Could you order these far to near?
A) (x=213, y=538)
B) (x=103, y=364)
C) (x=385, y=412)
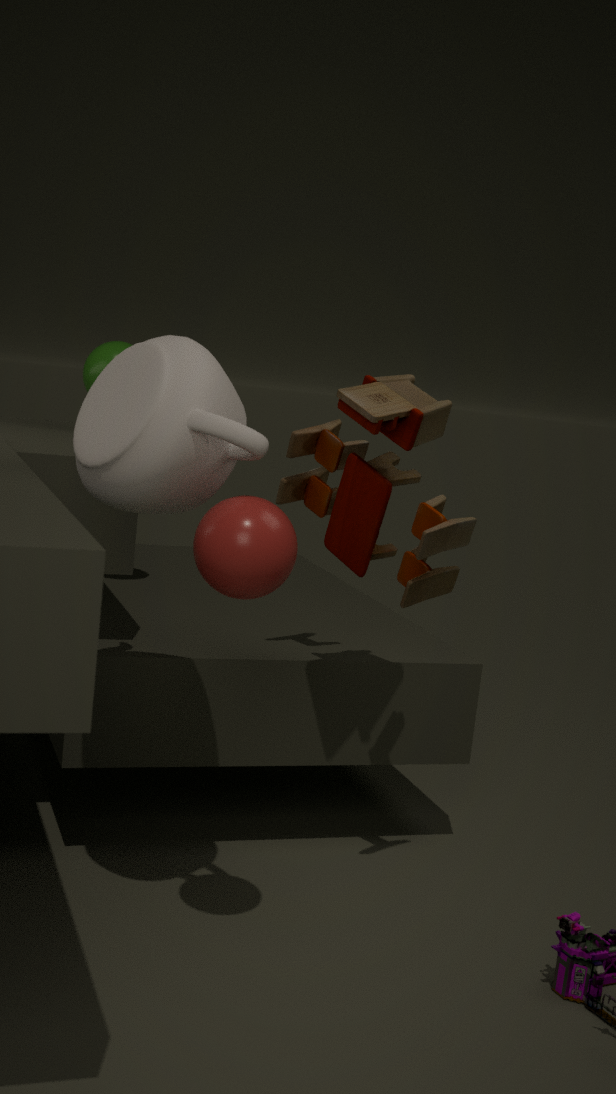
(x=103, y=364), (x=385, y=412), (x=213, y=538)
